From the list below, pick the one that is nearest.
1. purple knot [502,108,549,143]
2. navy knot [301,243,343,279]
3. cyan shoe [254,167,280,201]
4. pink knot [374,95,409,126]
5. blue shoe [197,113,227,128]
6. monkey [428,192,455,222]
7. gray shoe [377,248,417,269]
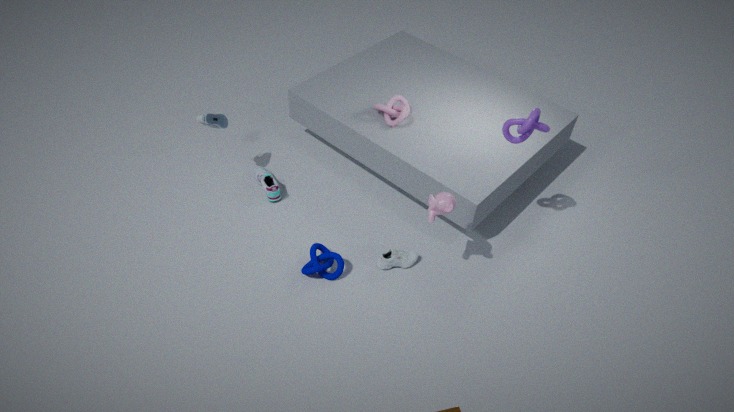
monkey [428,192,455,222]
